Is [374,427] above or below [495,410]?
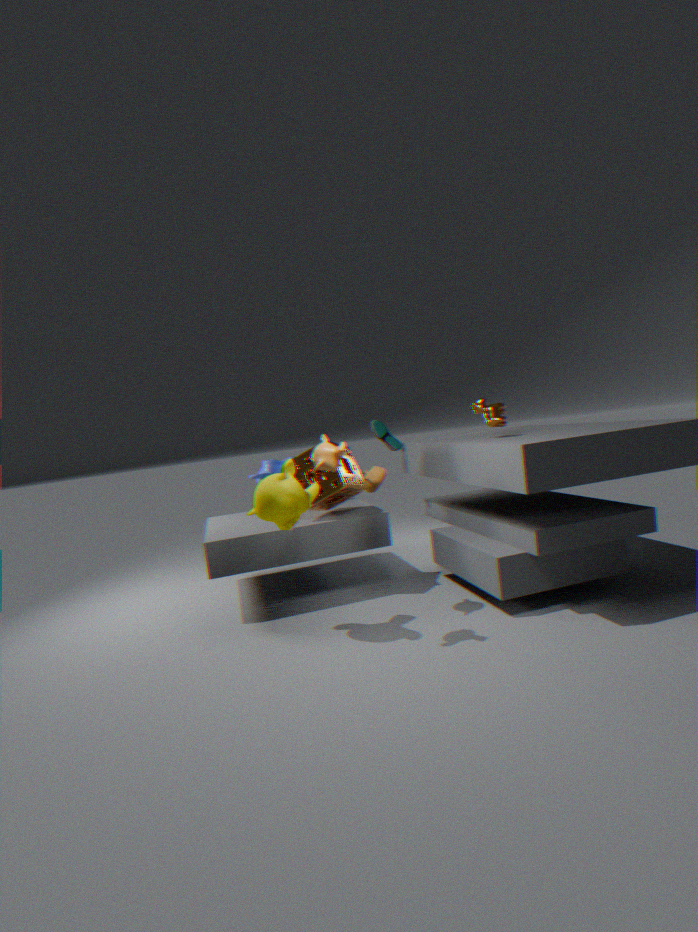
below
